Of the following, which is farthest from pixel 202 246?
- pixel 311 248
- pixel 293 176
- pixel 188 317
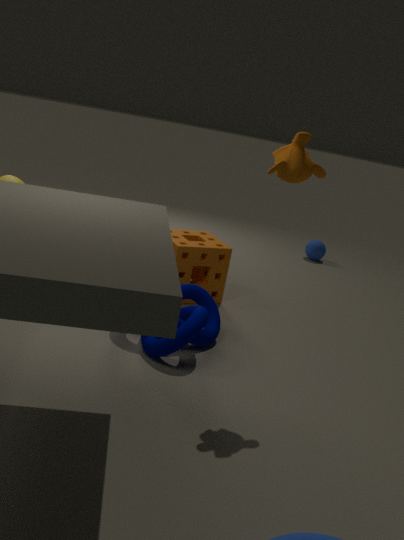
pixel 311 248
